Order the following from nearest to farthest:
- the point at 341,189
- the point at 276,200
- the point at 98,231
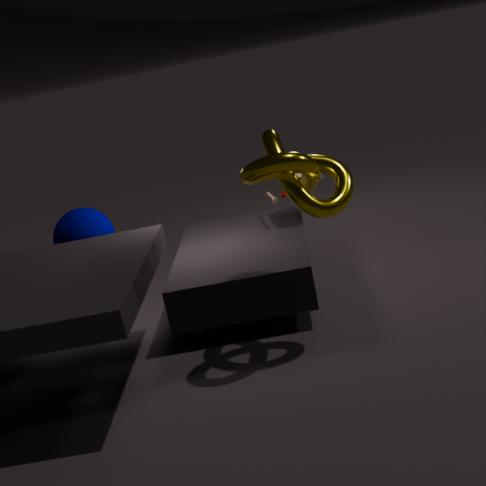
the point at 341,189, the point at 98,231, the point at 276,200
